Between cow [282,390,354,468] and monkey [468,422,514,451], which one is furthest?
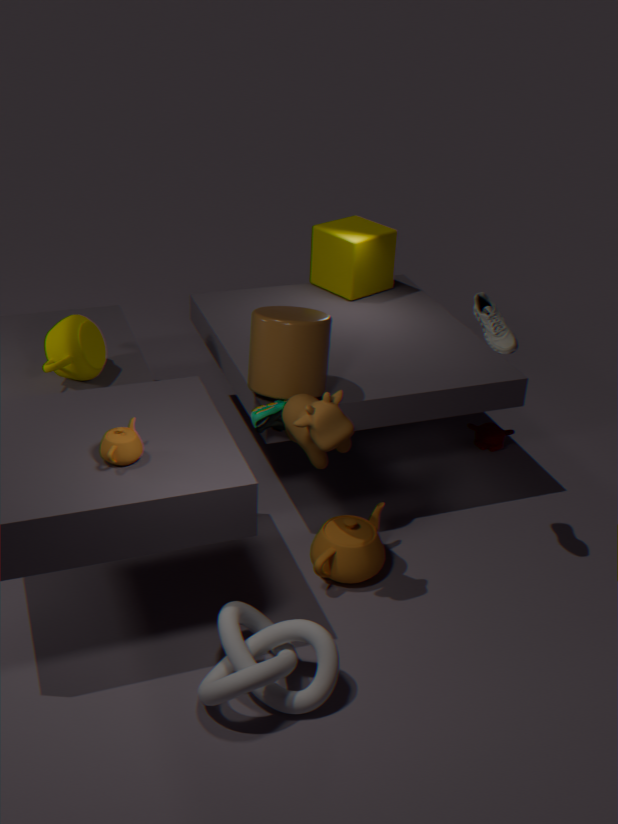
monkey [468,422,514,451]
